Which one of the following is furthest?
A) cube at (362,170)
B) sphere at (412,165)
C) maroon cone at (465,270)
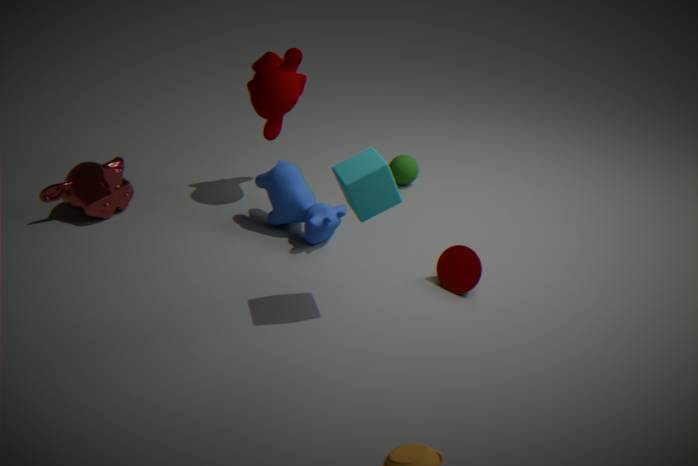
sphere at (412,165)
